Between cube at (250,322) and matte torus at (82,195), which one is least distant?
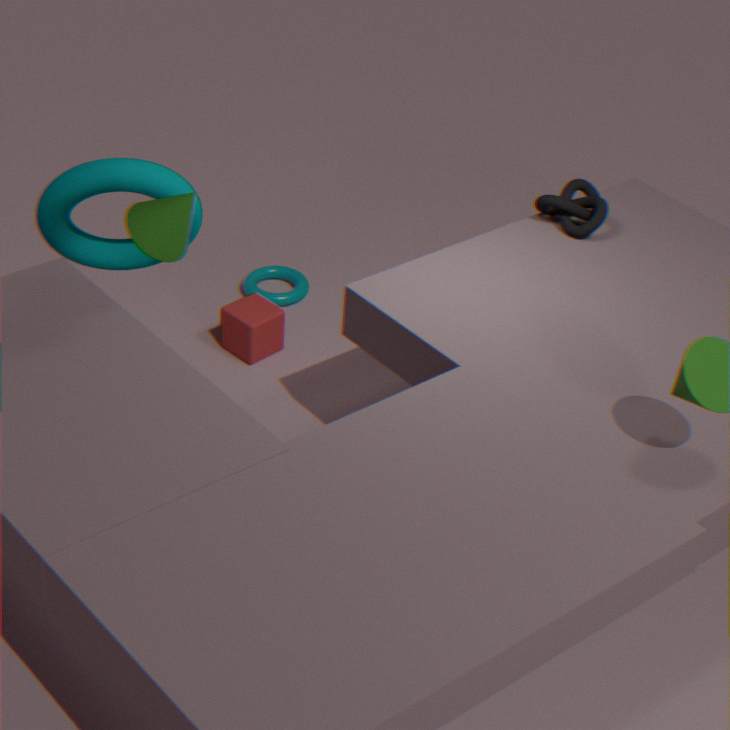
matte torus at (82,195)
